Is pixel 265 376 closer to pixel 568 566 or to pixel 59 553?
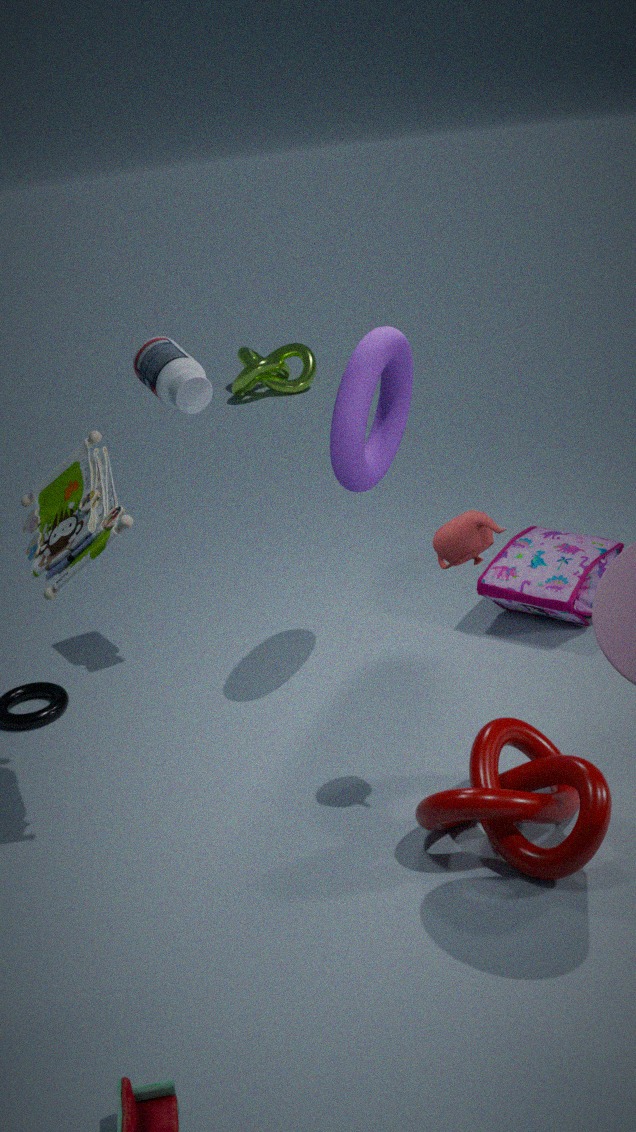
pixel 568 566
